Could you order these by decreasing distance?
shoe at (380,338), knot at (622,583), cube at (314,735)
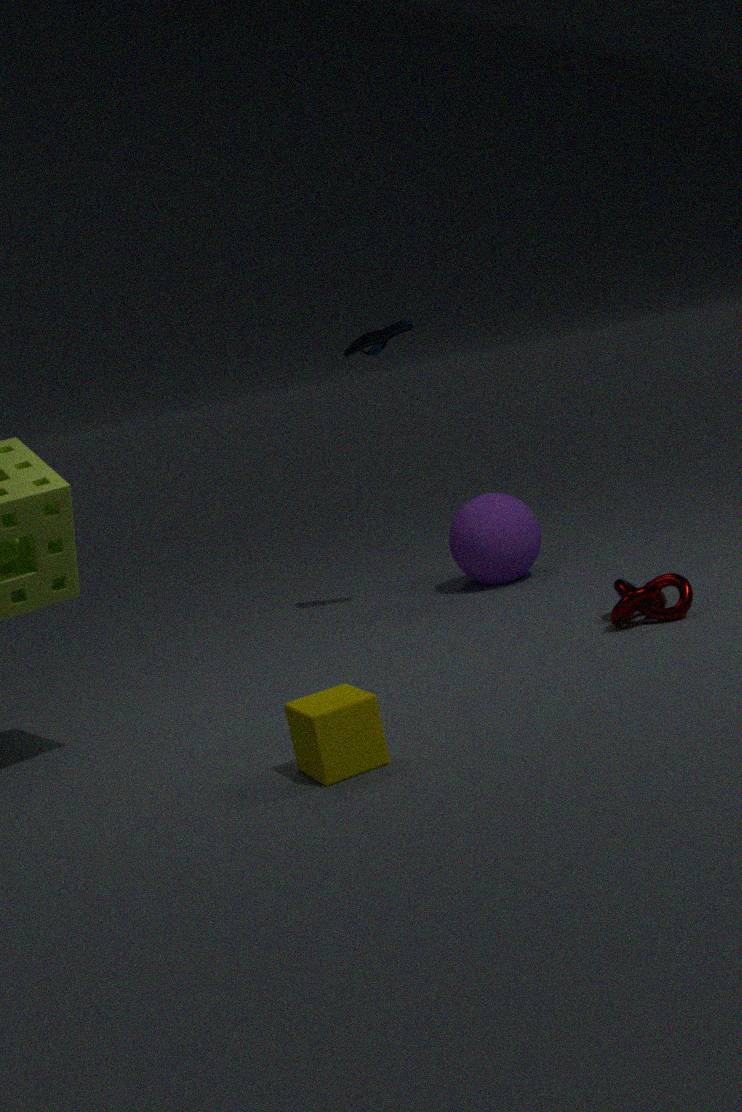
shoe at (380,338) < knot at (622,583) < cube at (314,735)
